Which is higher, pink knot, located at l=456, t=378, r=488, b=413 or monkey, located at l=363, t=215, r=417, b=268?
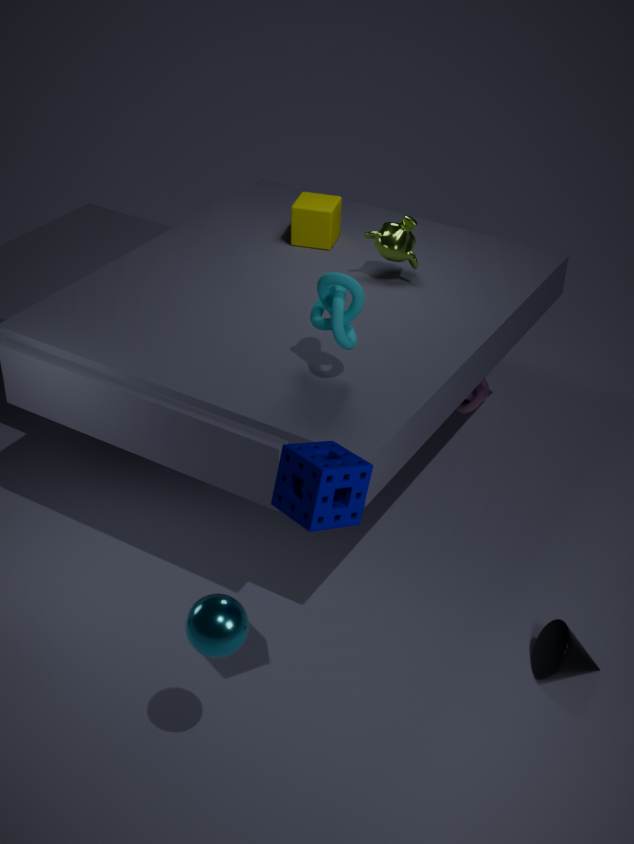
monkey, located at l=363, t=215, r=417, b=268
